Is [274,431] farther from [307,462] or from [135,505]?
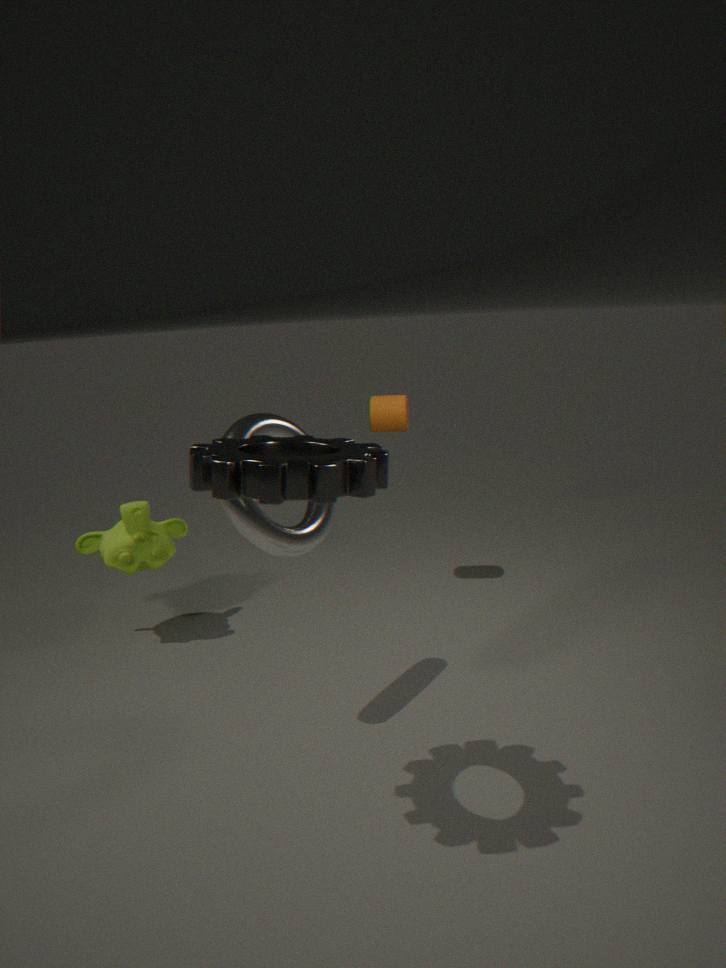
[135,505]
